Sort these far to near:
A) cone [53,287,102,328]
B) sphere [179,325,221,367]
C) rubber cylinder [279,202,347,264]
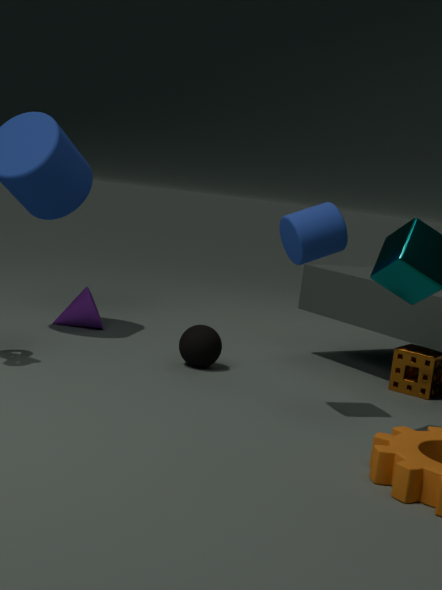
A. cone [53,287,102,328]
B. sphere [179,325,221,367]
C. rubber cylinder [279,202,347,264]
